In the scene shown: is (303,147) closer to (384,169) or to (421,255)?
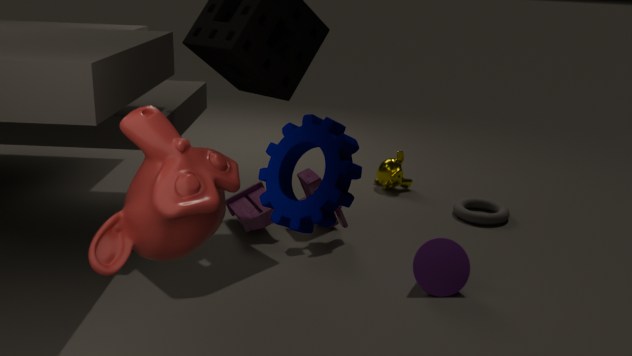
(421,255)
